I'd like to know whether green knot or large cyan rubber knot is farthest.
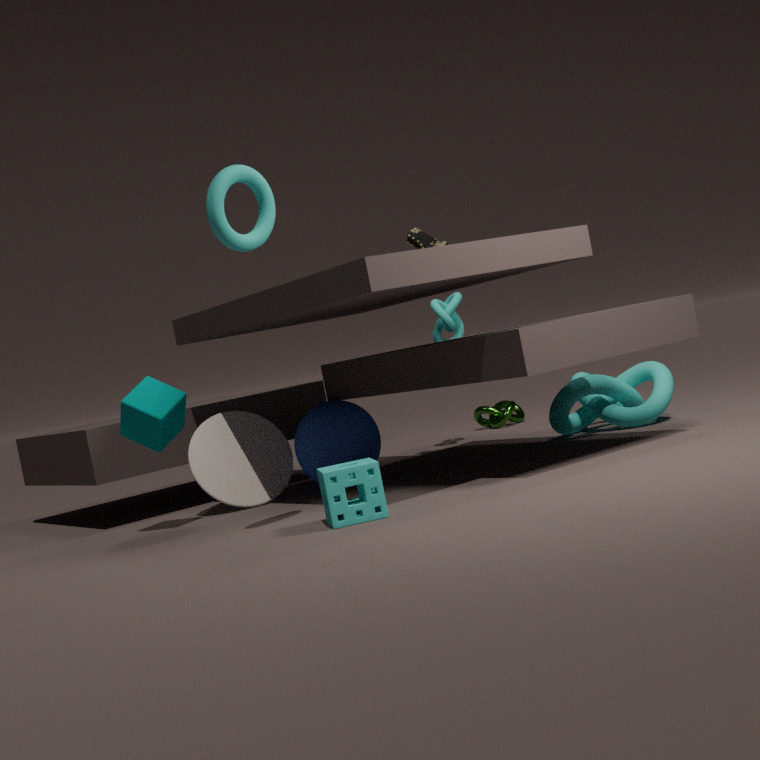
green knot
